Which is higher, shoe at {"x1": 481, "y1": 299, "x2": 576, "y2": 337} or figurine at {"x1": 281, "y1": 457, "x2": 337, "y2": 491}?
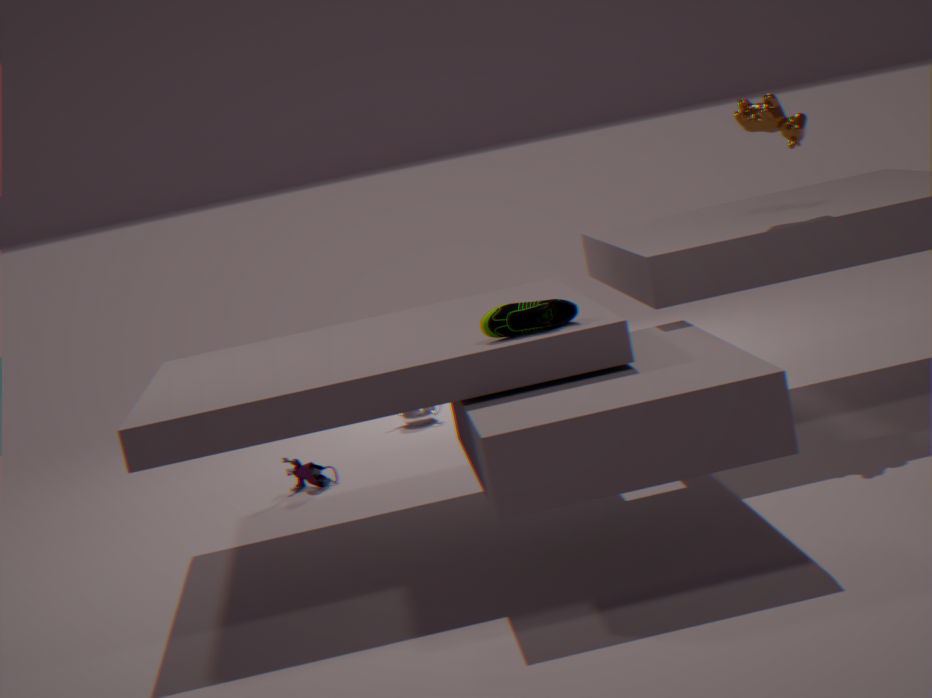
shoe at {"x1": 481, "y1": 299, "x2": 576, "y2": 337}
